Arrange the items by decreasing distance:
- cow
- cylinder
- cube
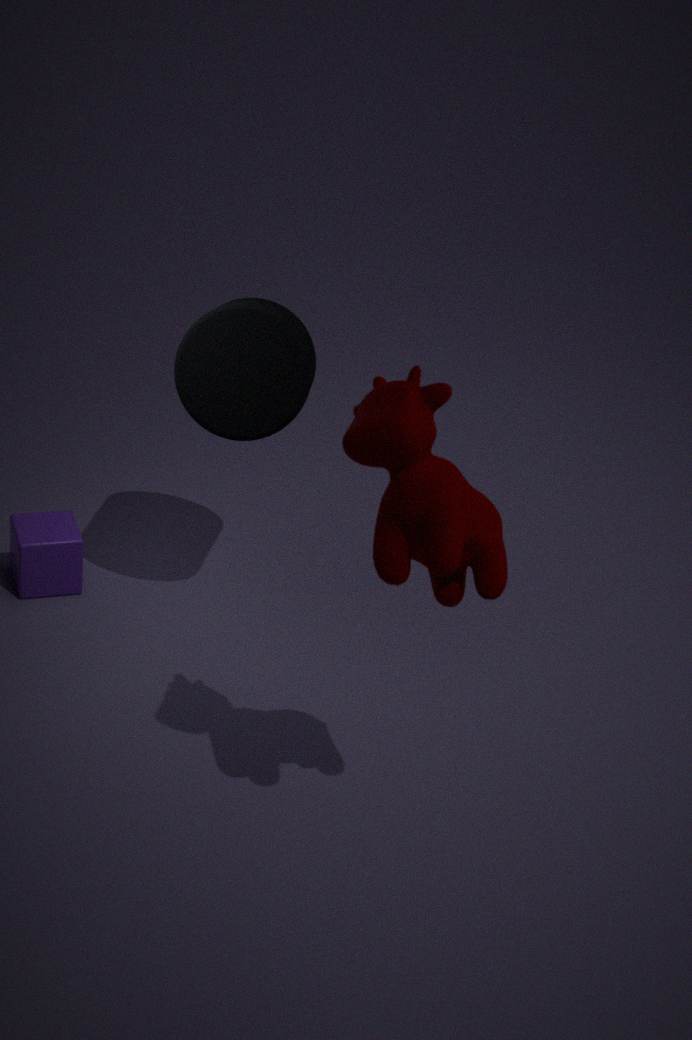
cube, cylinder, cow
